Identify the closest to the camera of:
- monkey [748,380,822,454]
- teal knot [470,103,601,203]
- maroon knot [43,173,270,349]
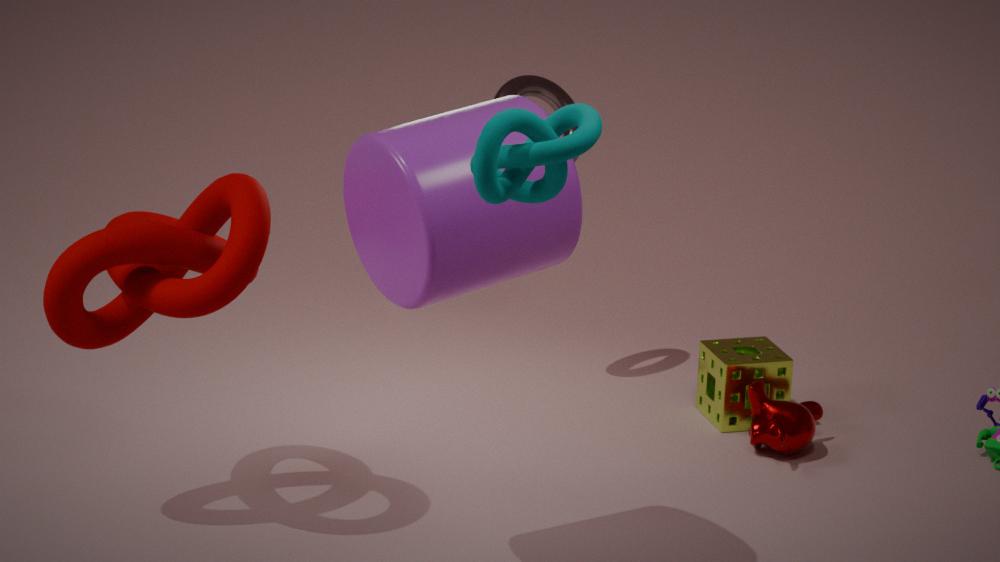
teal knot [470,103,601,203]
